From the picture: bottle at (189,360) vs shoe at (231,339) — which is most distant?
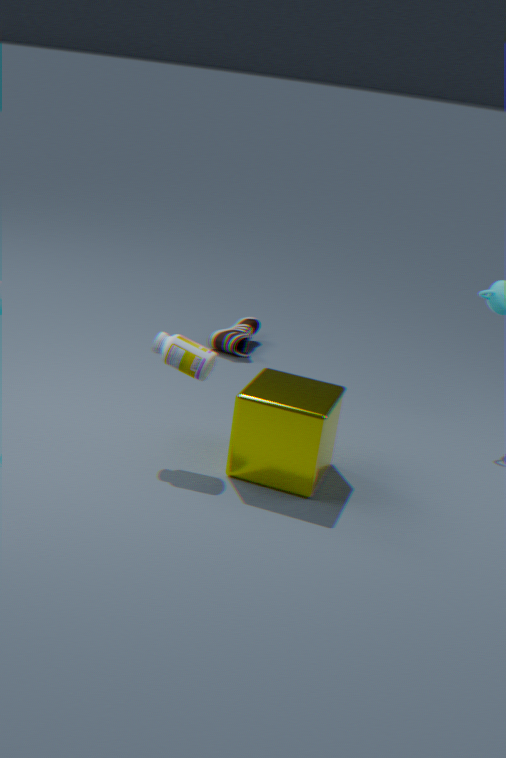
shoe at (231,339)
